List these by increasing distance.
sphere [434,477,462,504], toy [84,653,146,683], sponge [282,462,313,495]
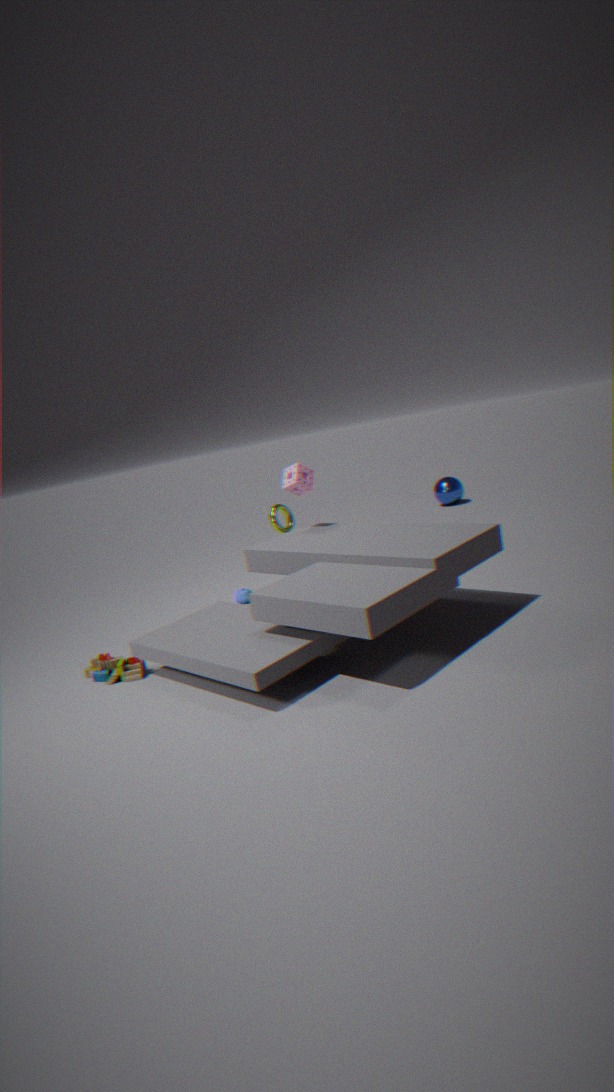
toy [84,653,146,683] < sponge [282,462,313,495] < sphere [434,477,462,504]
